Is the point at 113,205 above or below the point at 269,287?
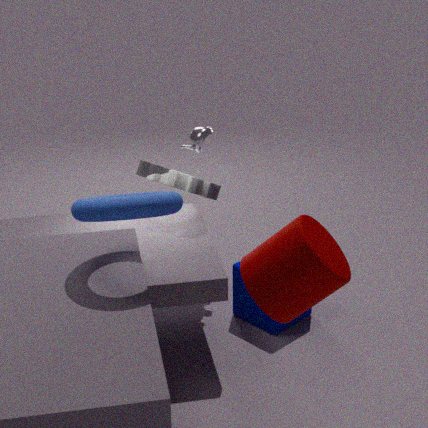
above
